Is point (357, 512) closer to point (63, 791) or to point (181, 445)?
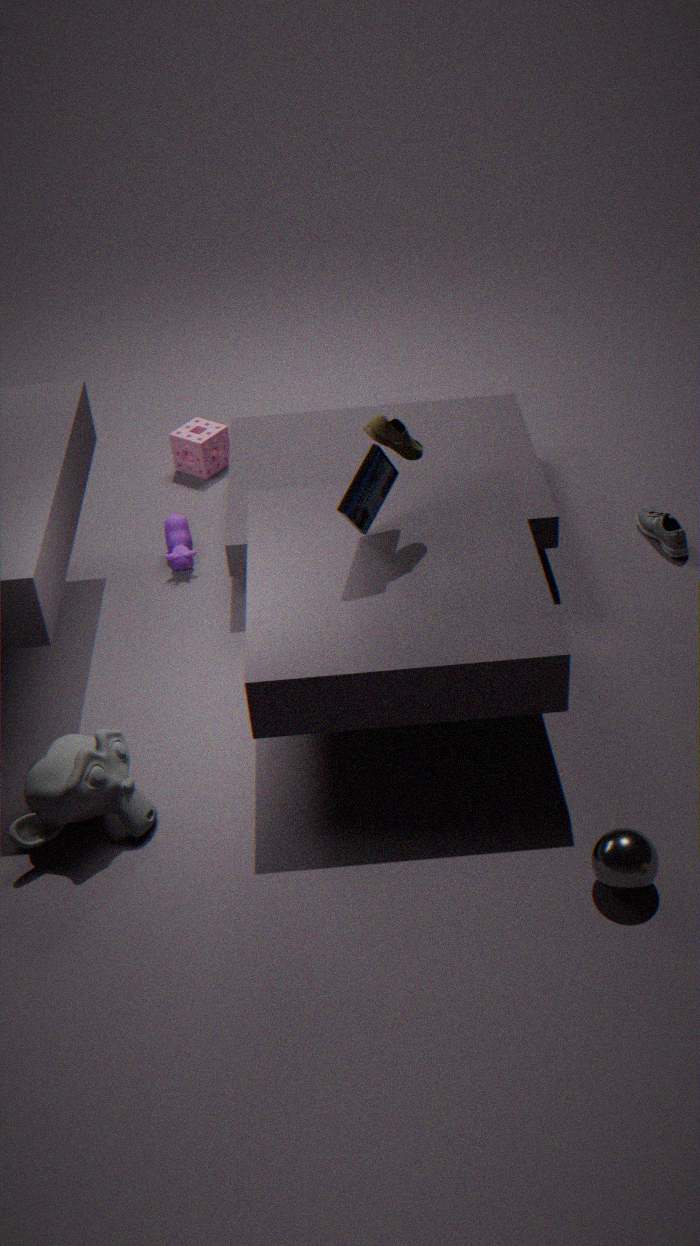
point (63, 791)
